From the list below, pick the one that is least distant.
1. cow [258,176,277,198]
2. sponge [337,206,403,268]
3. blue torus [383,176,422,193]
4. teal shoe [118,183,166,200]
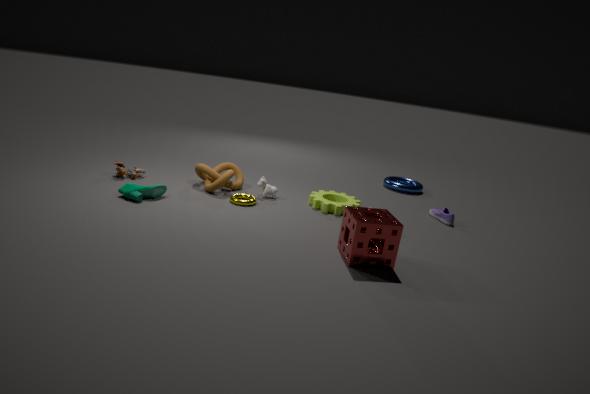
→ sponge [337,206,403,268]
